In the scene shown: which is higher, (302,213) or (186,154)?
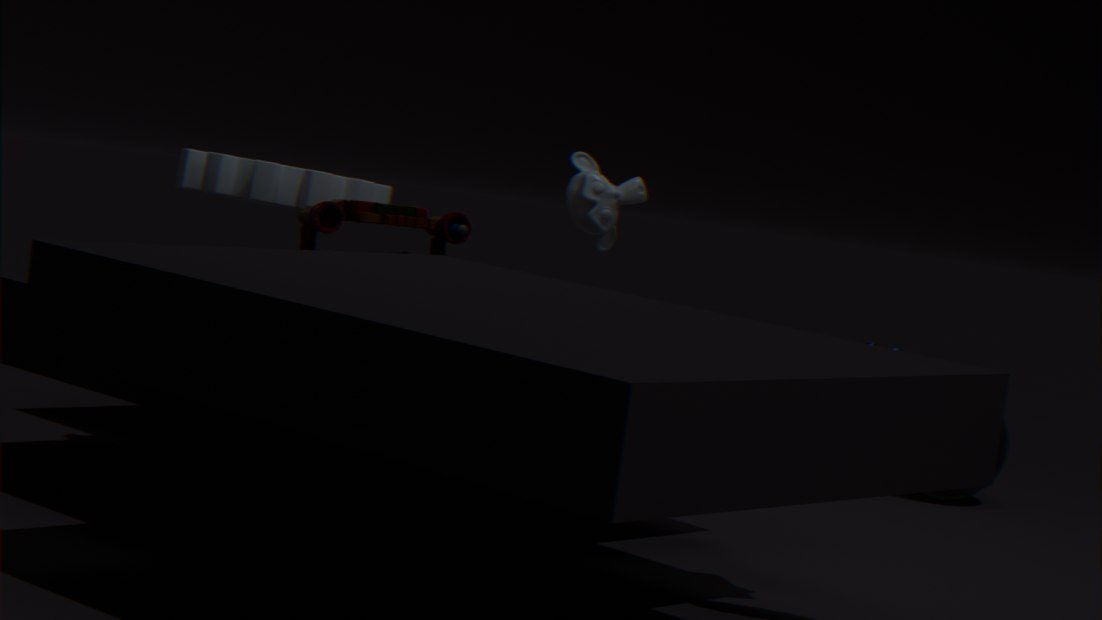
(186,154)
